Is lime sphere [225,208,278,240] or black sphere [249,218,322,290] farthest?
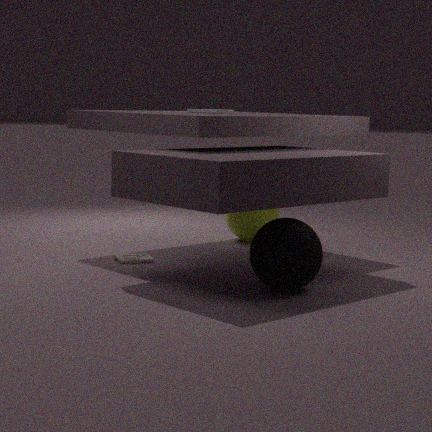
lime sphere [225,208,278,240]
